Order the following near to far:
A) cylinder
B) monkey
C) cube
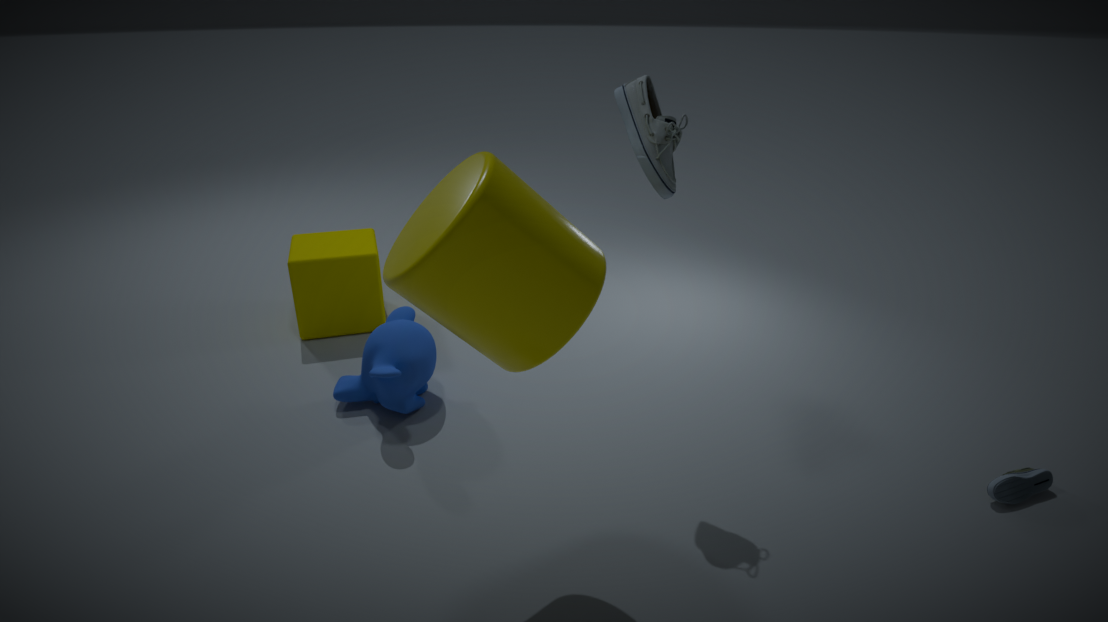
cylinder, monkey, cube
